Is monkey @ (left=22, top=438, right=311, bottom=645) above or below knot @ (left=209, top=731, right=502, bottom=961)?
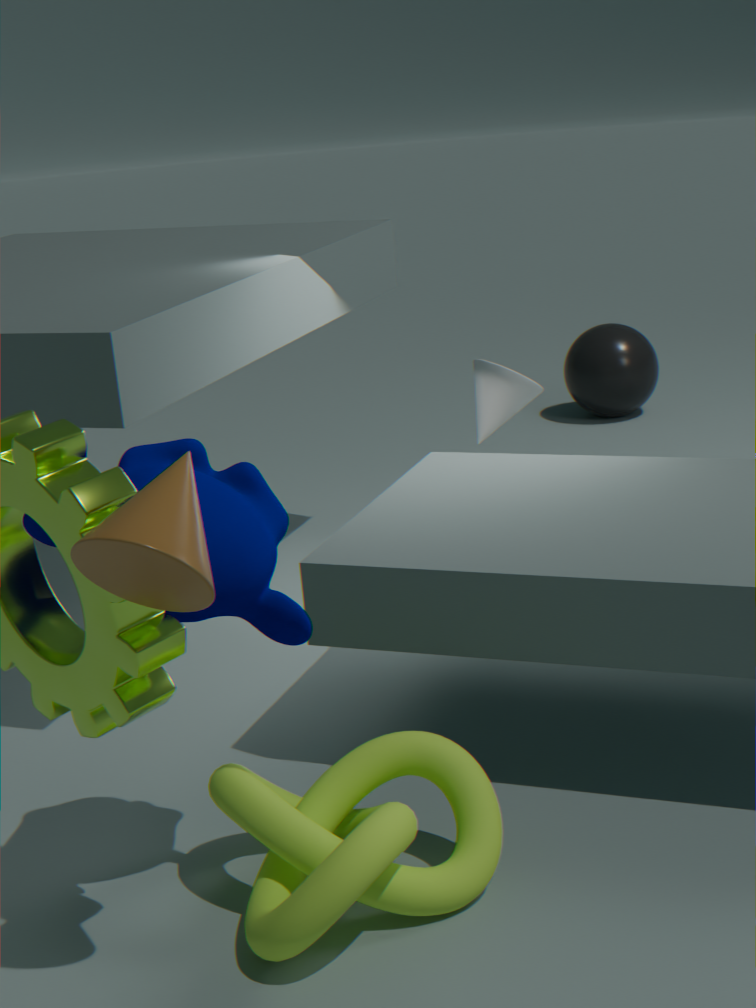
above
